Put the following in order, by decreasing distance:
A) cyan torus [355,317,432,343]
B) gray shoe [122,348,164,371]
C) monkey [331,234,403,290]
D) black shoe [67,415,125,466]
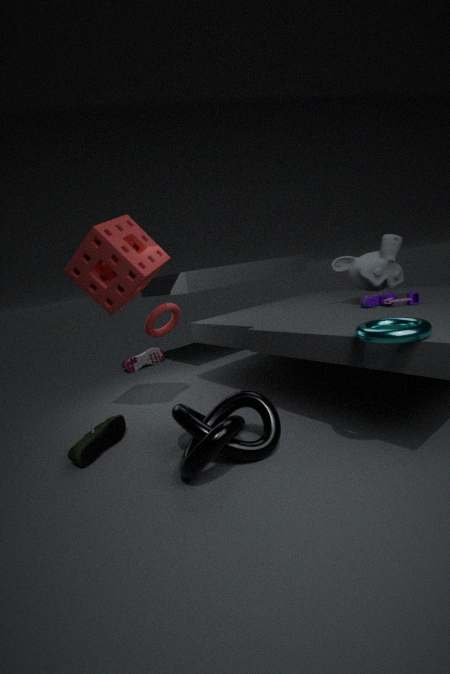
gray shoe [122,348,164,371] → monkey [331,234,403,290] → black shoe [67,415,125,466] → cyan torus [355,317,432,343]
